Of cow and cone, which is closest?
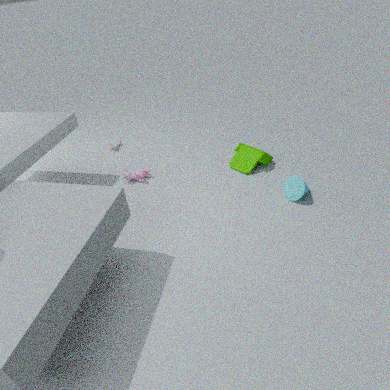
cone
